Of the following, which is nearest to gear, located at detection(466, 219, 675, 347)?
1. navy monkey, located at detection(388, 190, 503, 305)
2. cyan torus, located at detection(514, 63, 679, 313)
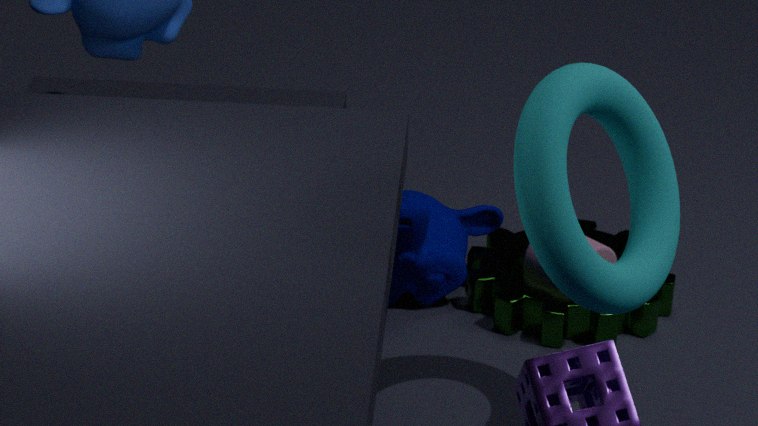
navy monkey, located at detection(388, 190, 503, 305)
